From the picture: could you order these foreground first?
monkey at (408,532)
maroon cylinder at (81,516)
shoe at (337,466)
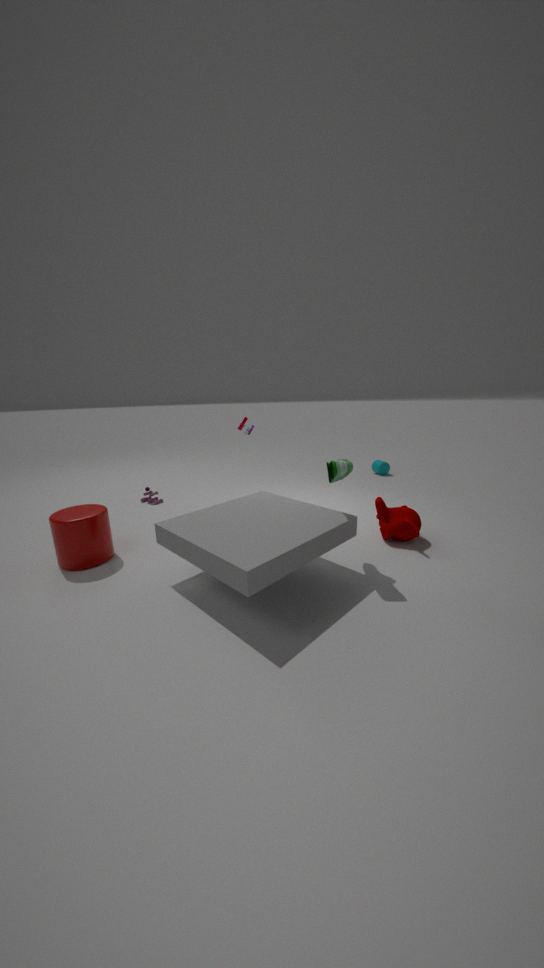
shoe at (337,466) → maroon cylinder at (81,516) → monkey at (408,532)
